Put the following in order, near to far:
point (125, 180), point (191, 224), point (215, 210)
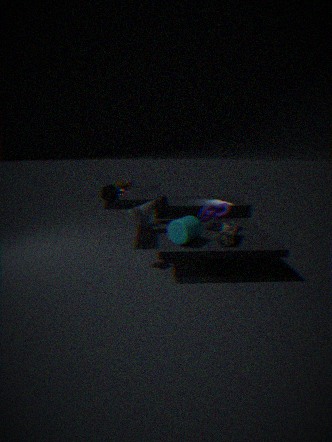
point (191, 224) < point (215, 210) < point (125, 180)
